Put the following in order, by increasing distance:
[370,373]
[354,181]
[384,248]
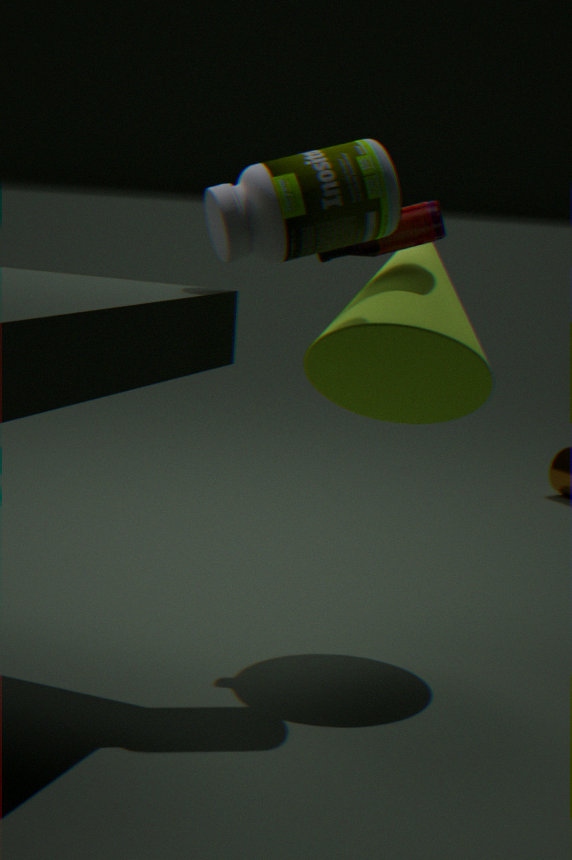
[354,181] → [384,248] → [370,373]
